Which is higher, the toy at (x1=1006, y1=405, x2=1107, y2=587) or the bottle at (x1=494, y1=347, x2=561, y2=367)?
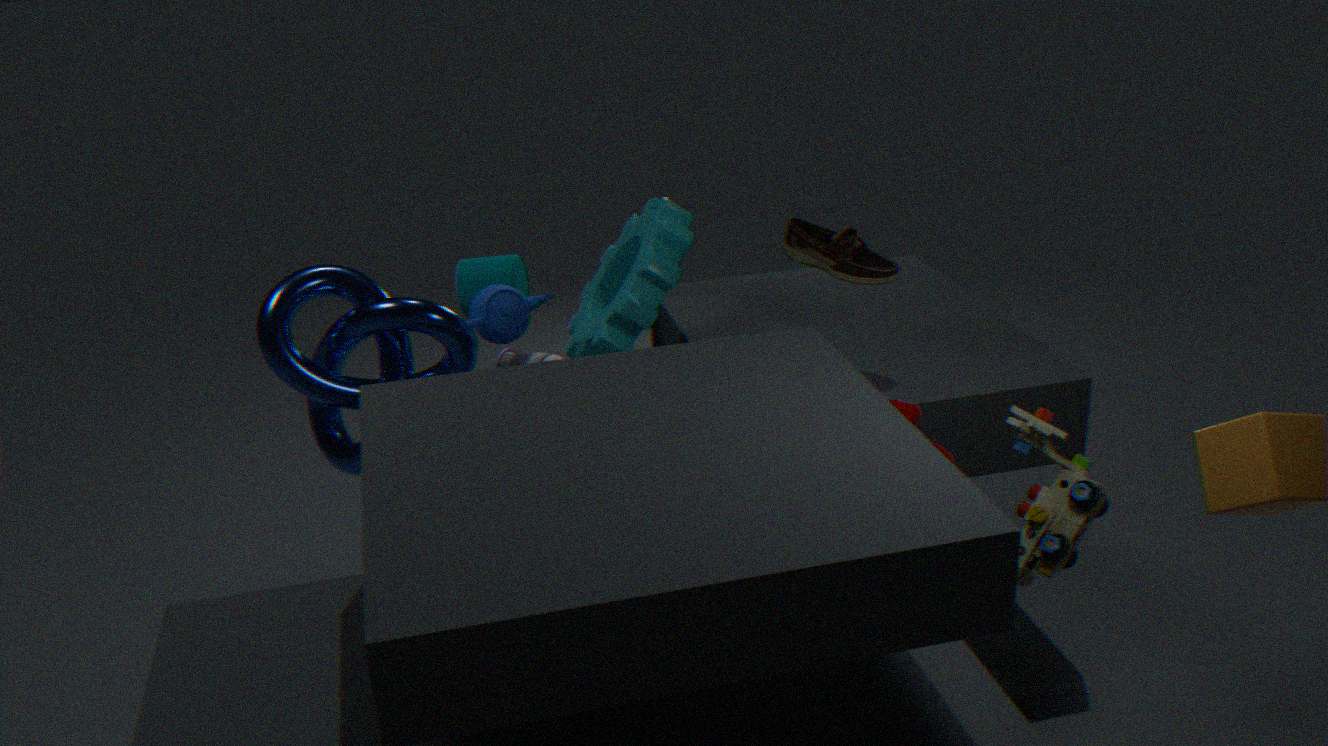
the toy at (x1=1006, y1=405, x2=1107, y2=587)
